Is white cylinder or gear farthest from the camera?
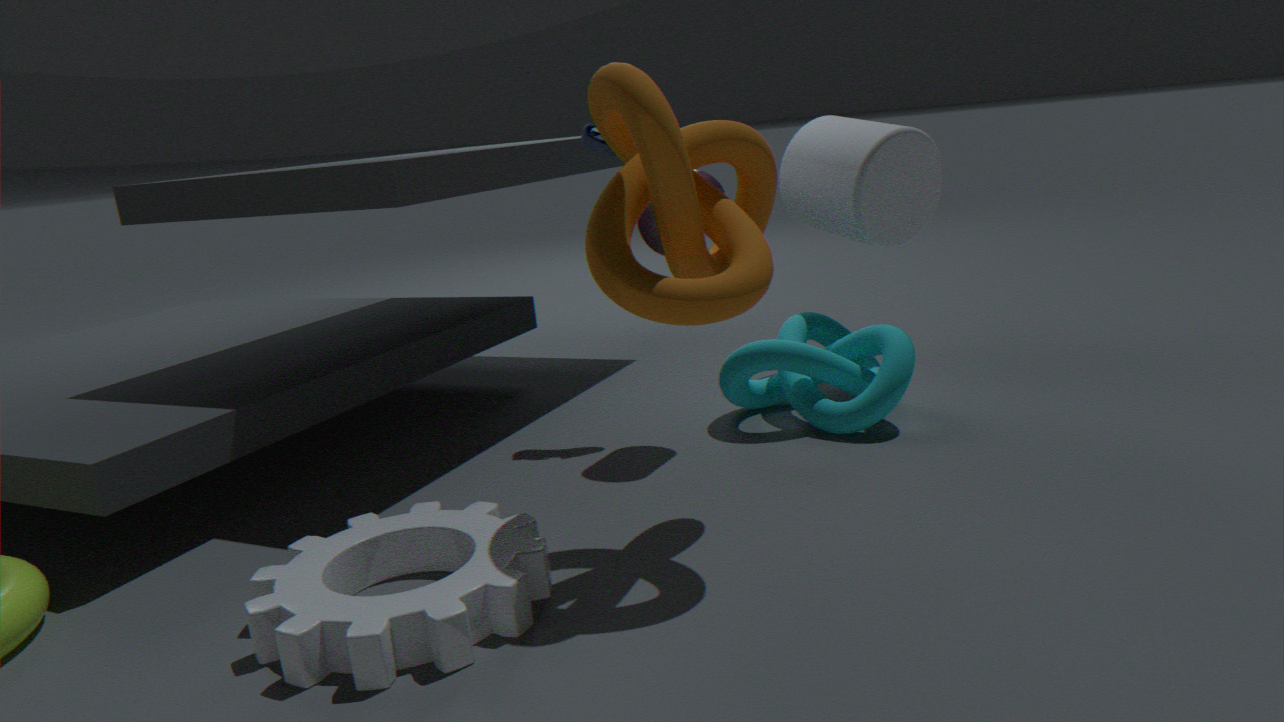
white cylinder
